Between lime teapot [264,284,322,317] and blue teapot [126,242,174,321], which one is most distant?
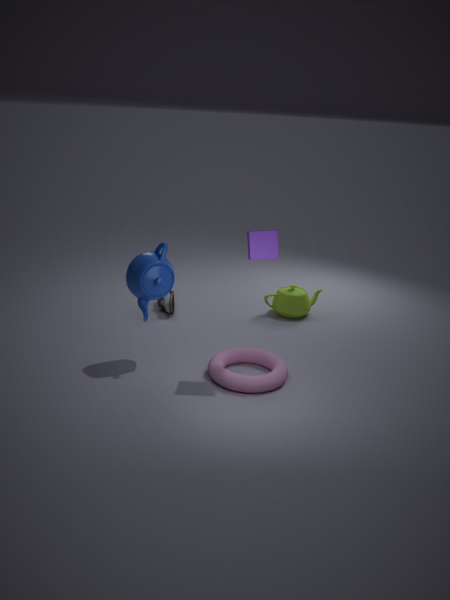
lime teapot [264,284,322,317]
